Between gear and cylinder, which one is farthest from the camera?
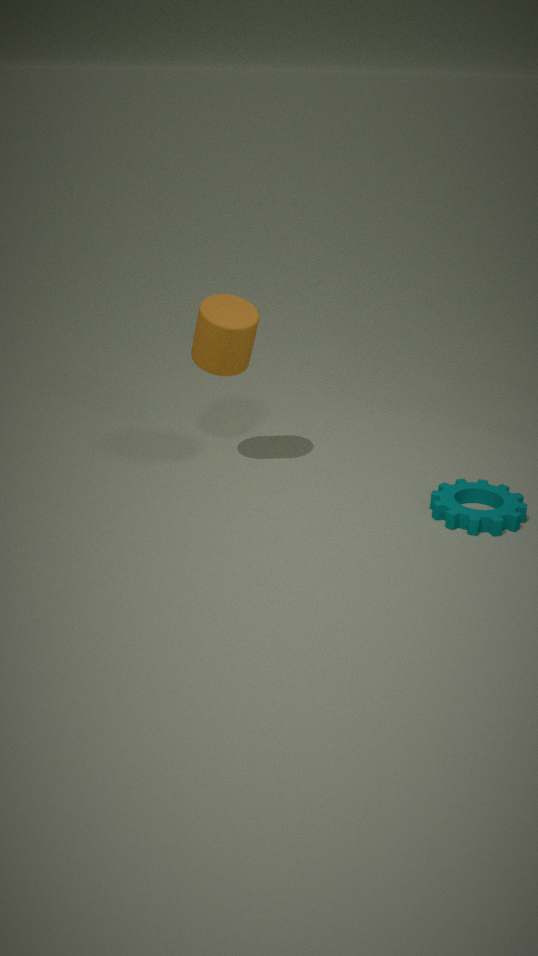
cylinder
